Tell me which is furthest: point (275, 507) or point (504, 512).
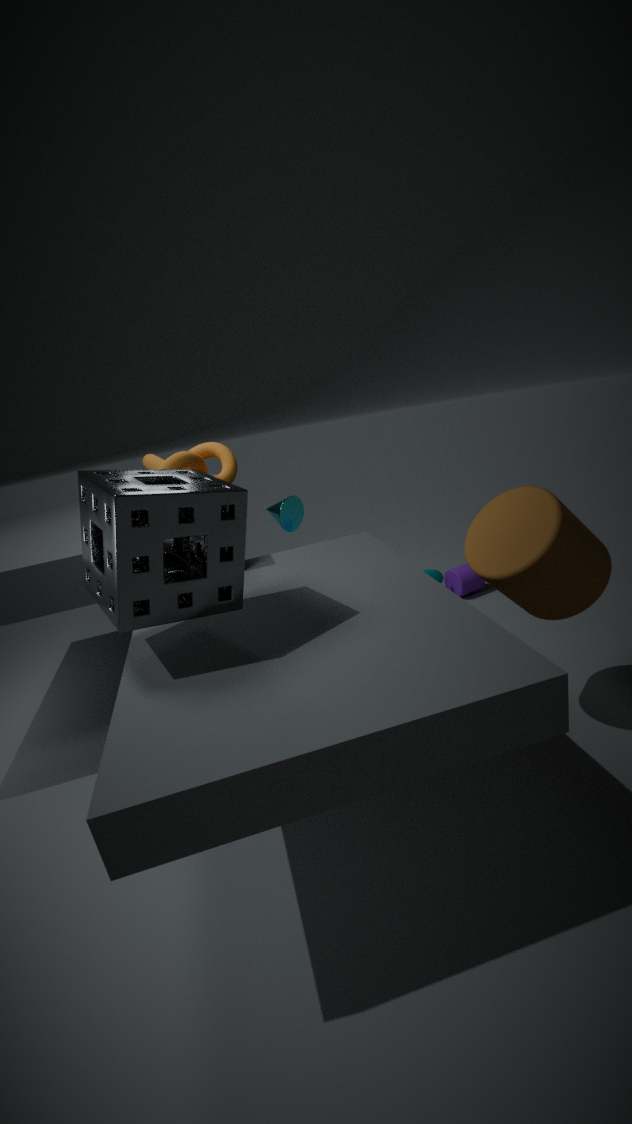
point (275, 507)
